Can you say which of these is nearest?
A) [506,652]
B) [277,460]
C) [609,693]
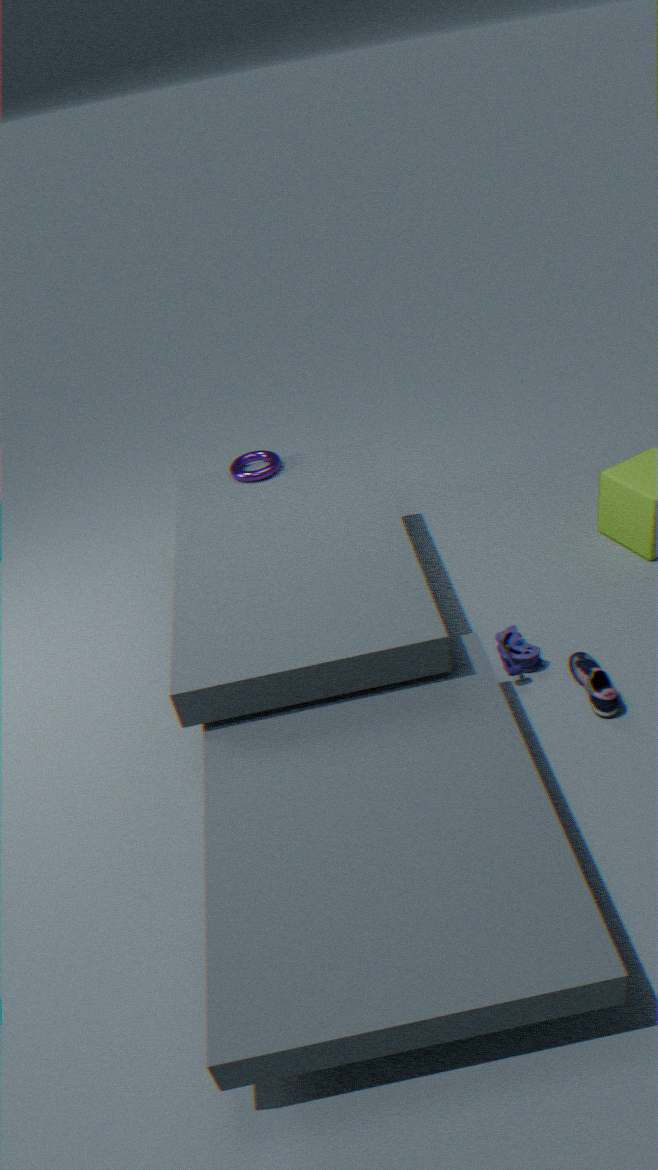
[609,693]
